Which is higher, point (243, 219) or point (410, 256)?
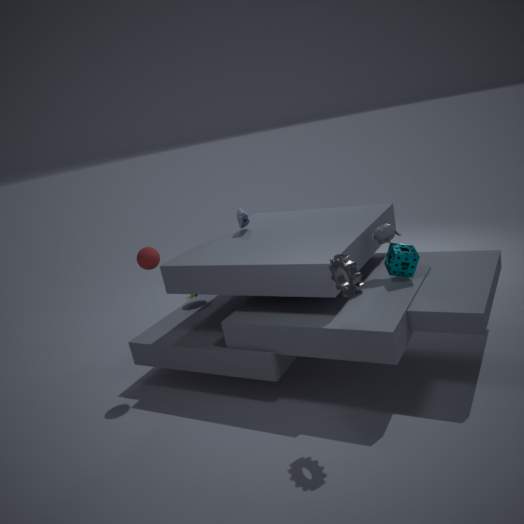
point (243, 219)
